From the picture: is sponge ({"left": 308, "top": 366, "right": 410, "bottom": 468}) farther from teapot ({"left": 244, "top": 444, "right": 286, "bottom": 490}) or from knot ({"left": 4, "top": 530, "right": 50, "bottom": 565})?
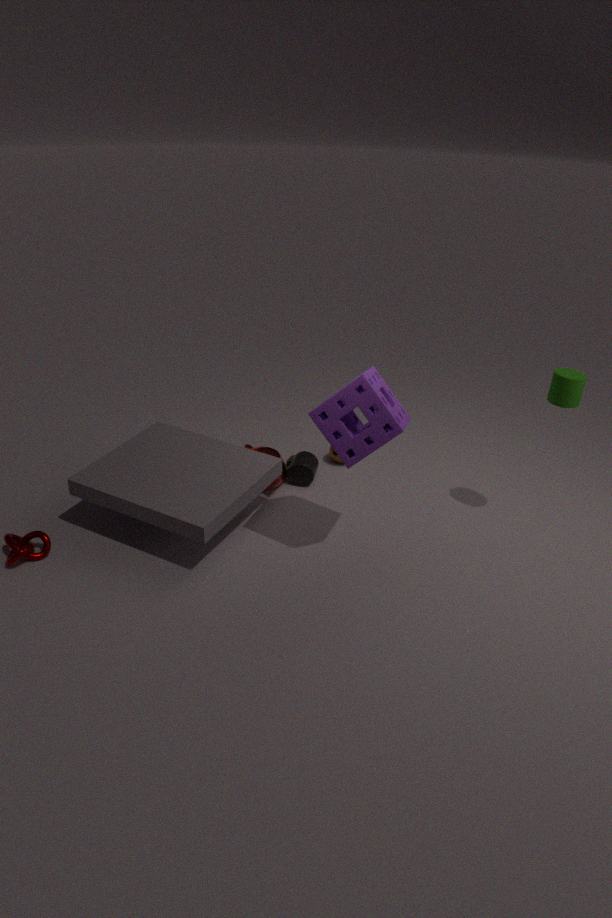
knot ({"left": 4, "top": 530, "right": 50, "bottom": 565})
